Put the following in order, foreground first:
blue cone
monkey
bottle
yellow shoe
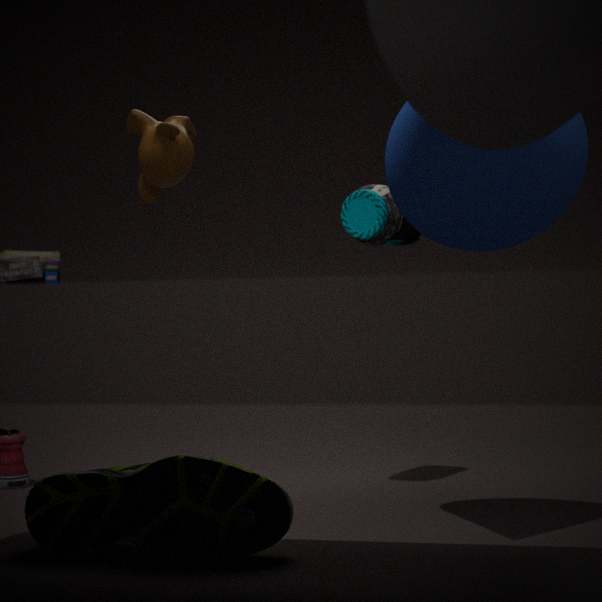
blue cone
yellow shoe
monkey
bottle
